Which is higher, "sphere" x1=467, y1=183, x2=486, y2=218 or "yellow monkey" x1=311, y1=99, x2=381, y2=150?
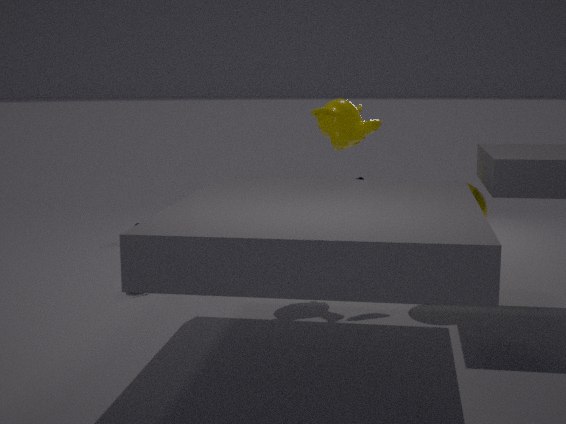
"yellow monkey" x1=311, y1=99, x2=381, y2=150
